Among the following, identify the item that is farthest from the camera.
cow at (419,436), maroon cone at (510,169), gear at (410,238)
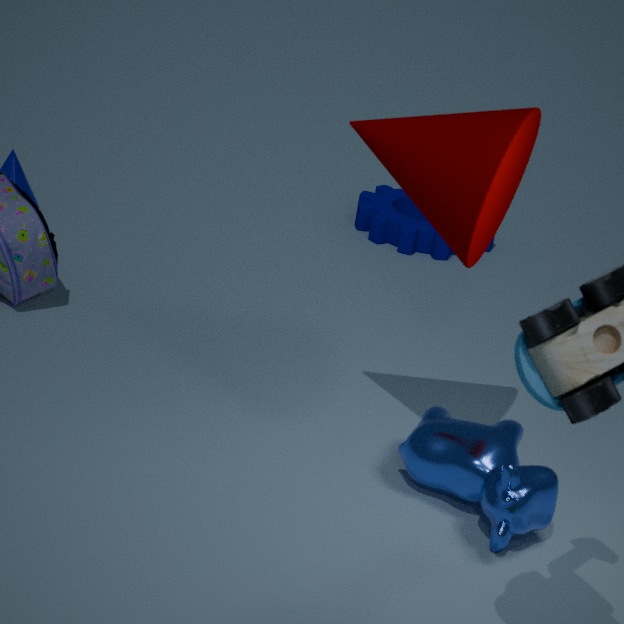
gear at (410,238)
